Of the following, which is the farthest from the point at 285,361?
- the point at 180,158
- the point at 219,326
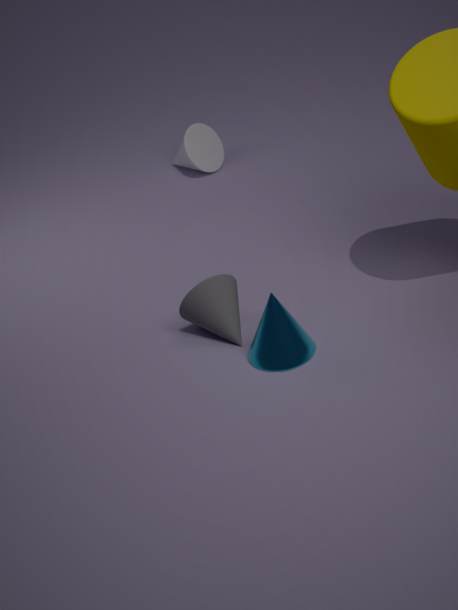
the point at 180,158
